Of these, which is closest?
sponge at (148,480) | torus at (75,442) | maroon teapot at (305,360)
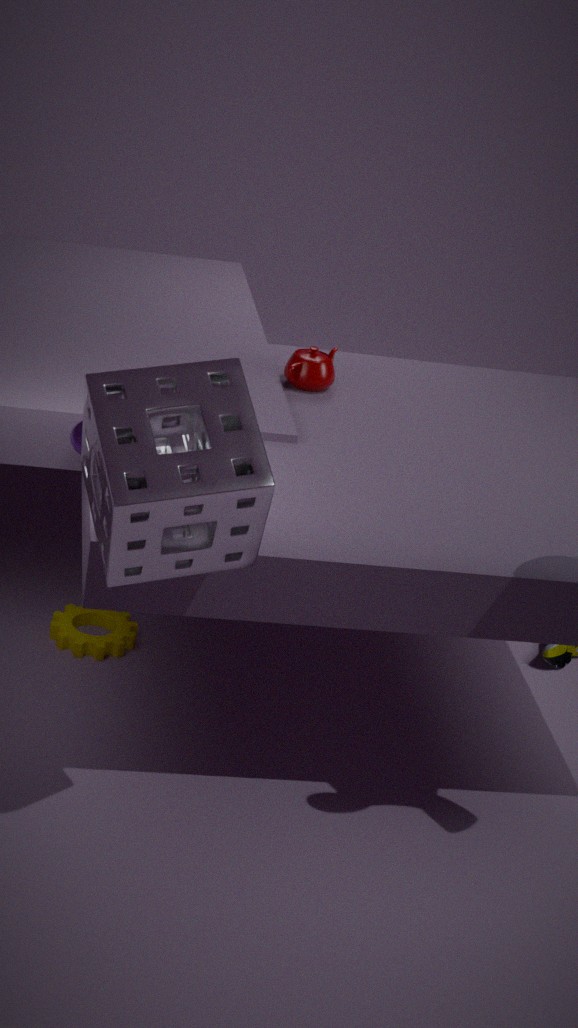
sponge at (148,480)
